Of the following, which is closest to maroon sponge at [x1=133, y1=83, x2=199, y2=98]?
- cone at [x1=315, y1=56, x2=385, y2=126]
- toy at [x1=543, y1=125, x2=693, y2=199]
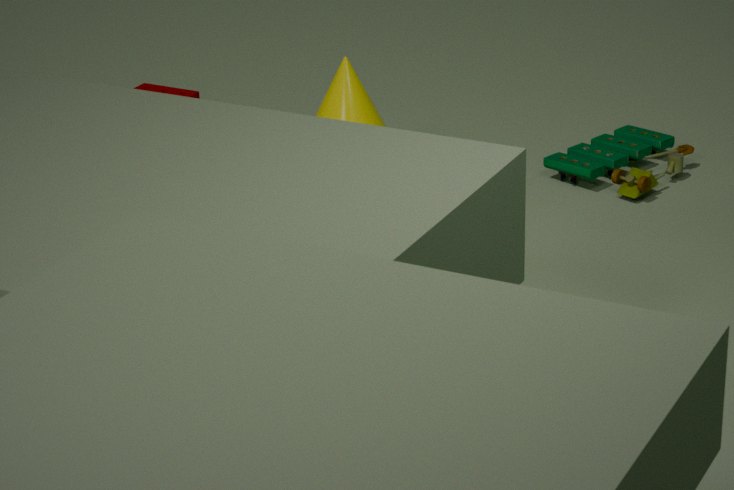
cone at [x1=315, y1=56, x2=385, y2=126]
